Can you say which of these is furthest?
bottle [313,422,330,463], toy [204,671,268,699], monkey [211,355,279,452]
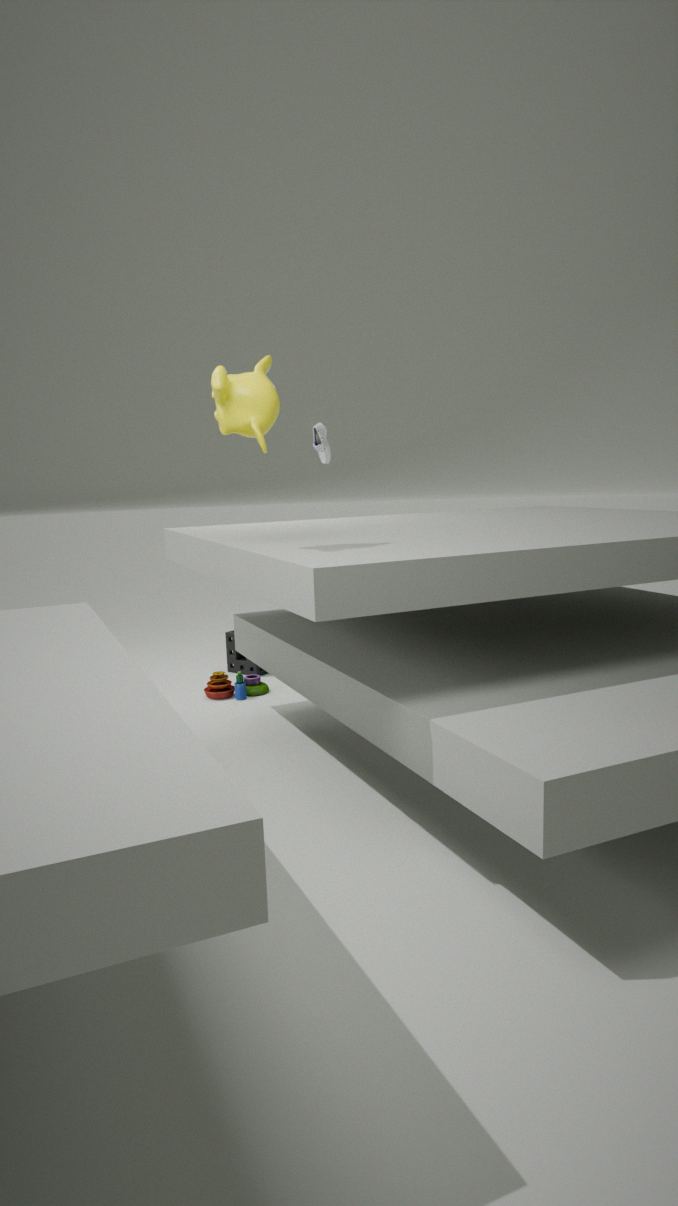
bottle [313,422,330,463]
